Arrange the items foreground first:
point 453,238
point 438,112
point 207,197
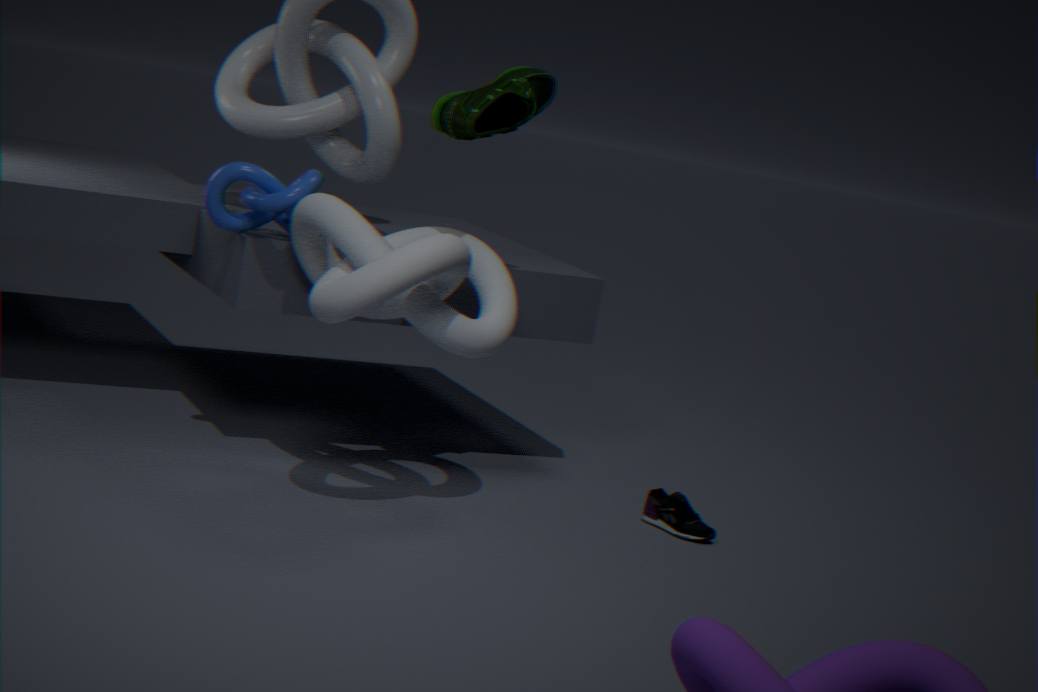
point 453,238 → point 438,112 → point 207,197
